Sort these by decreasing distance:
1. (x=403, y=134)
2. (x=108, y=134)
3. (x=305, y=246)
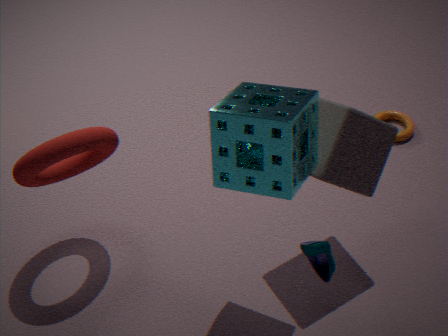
1. (x=403, y=134)
2. (x=108, y=134)
3. (x=305, y=246)
